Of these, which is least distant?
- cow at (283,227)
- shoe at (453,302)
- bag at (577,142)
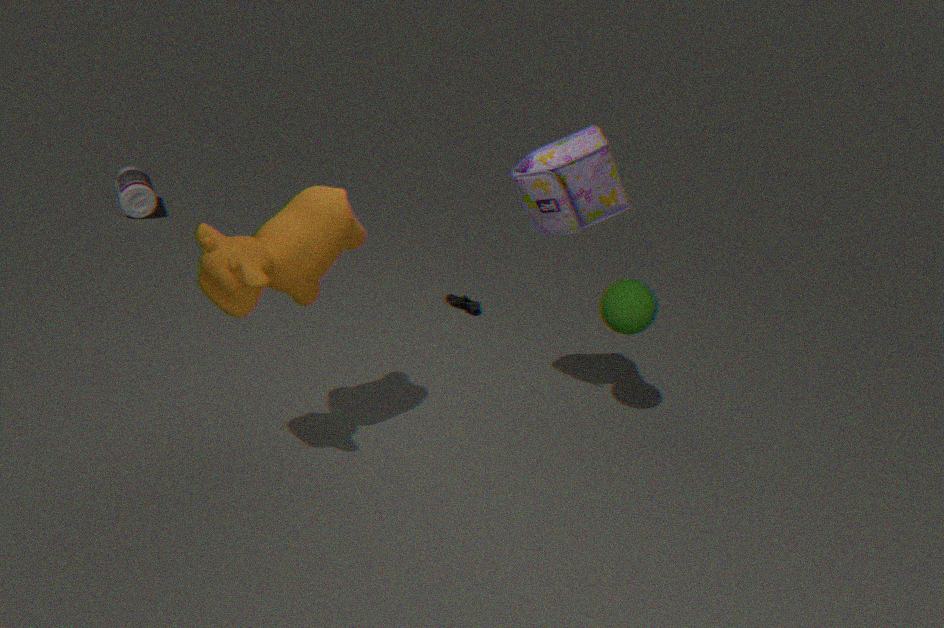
cow at (283,227)
